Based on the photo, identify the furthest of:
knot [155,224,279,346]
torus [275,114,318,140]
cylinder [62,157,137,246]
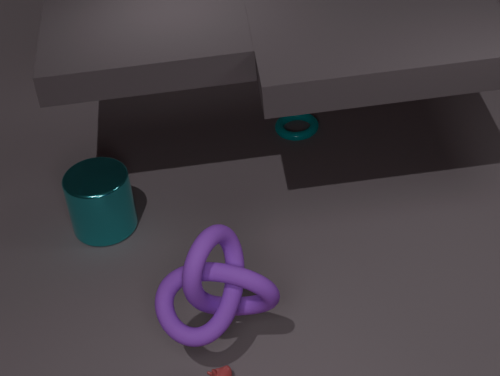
torus [275,114,318,140]
